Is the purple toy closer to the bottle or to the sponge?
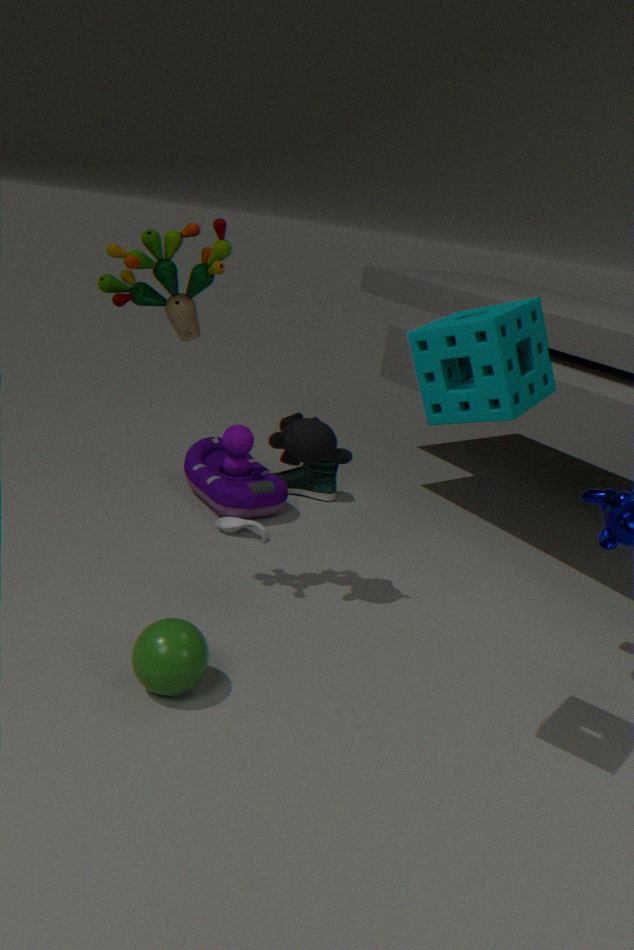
the bottle
